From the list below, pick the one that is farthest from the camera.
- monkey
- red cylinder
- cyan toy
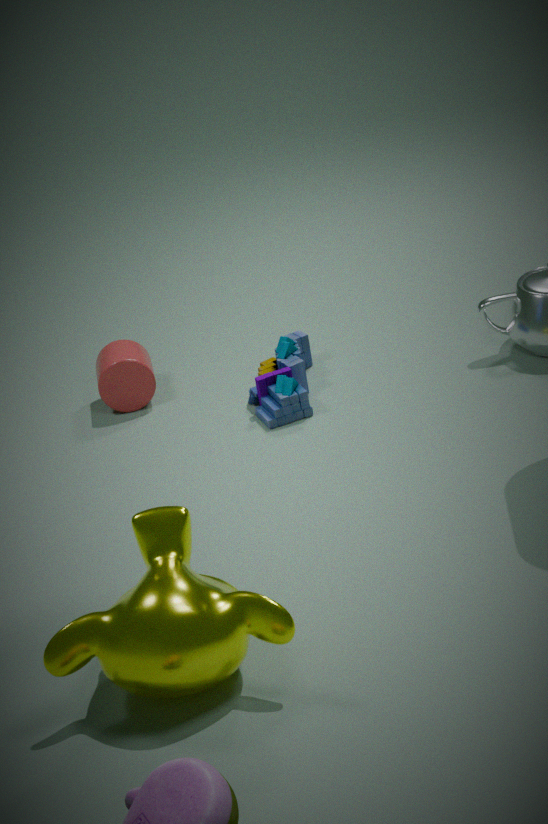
red cylinder
